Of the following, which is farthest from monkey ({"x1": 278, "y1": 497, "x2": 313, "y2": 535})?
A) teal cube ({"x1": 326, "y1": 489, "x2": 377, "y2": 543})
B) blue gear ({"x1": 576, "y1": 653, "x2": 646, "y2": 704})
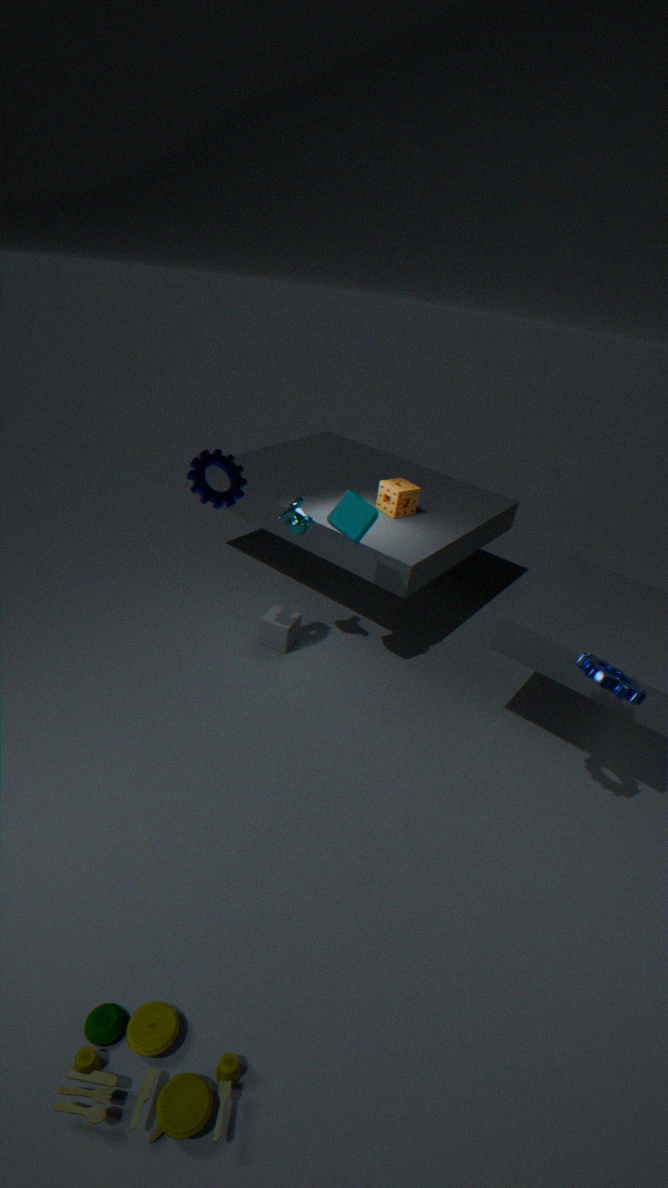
blue gear ({"x1": 576, "y1": 653, "x2": 646, "y2": 704})
